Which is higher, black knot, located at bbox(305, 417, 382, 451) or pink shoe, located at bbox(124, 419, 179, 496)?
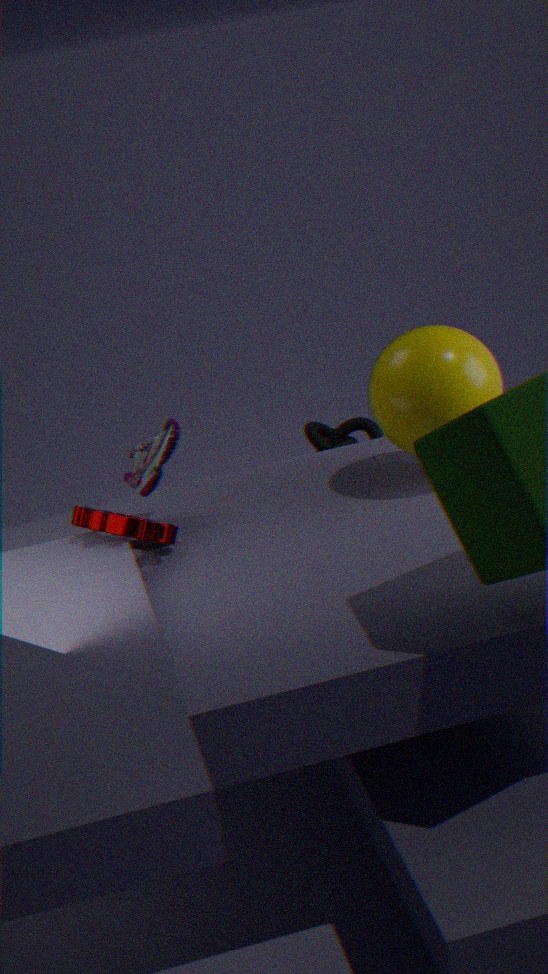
pink shoe, located at bbox(124, 419, 179, 496)
